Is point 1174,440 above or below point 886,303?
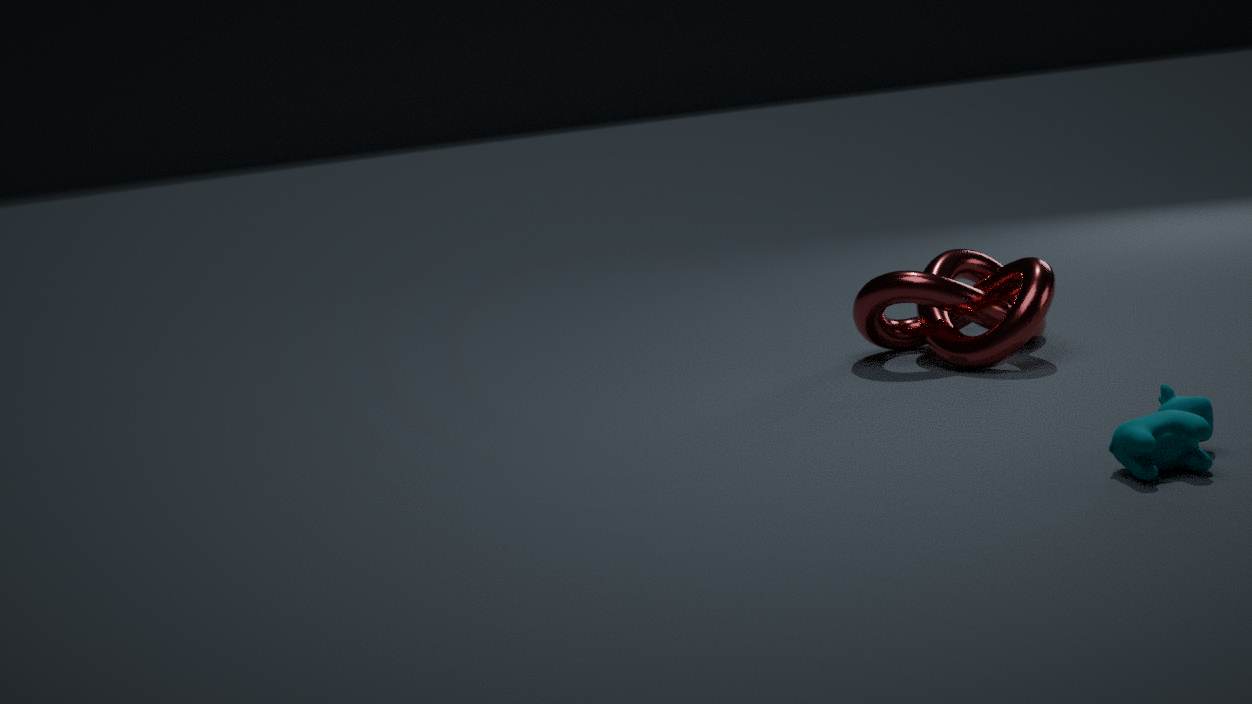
below
